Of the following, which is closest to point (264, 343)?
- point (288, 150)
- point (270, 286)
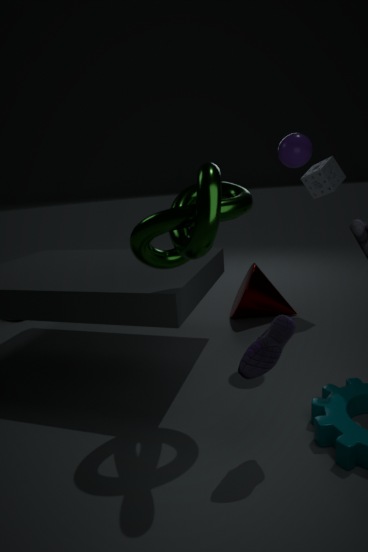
point (288, 150)
